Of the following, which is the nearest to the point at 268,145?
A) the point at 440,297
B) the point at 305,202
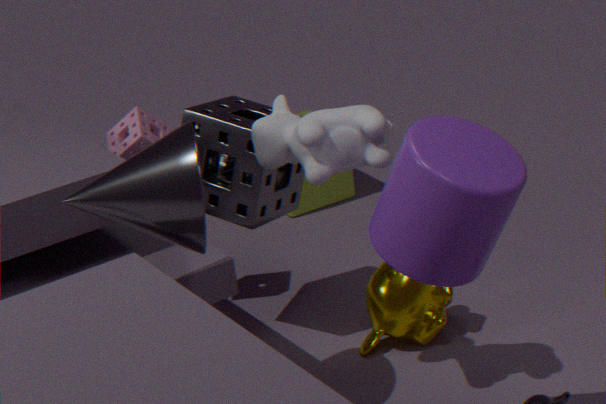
the point at 440,297
